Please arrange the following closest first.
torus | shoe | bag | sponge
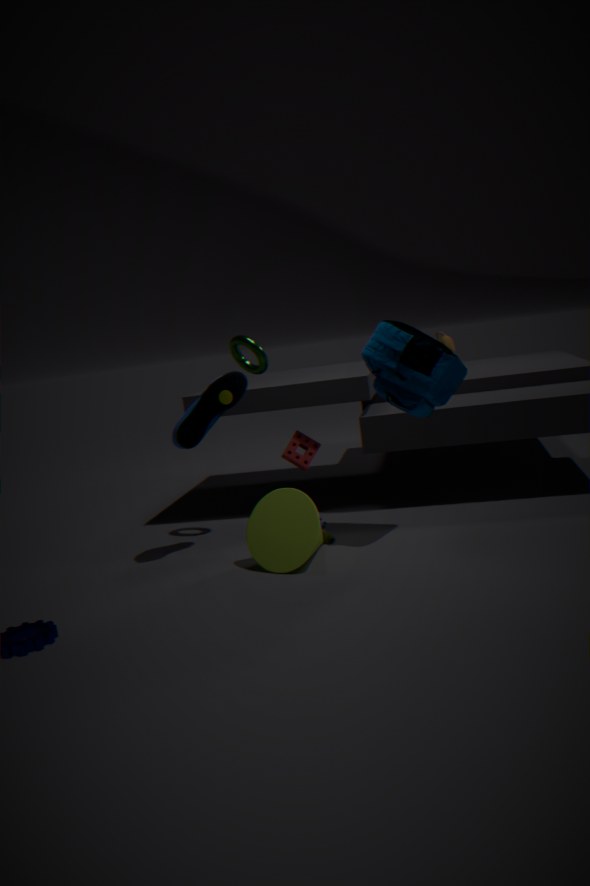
bag < shoe < torus < sponge
